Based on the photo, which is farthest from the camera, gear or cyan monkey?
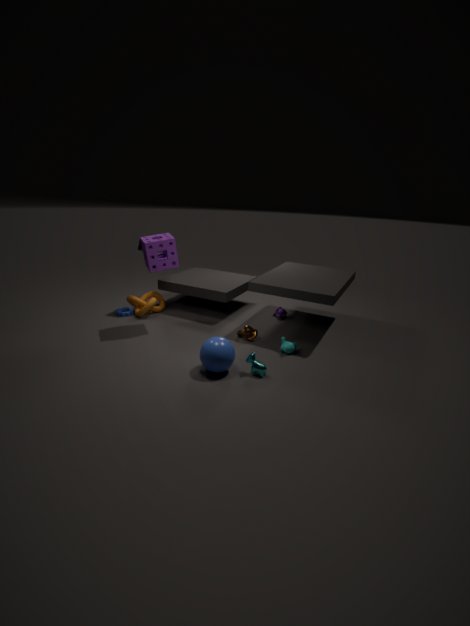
gear
